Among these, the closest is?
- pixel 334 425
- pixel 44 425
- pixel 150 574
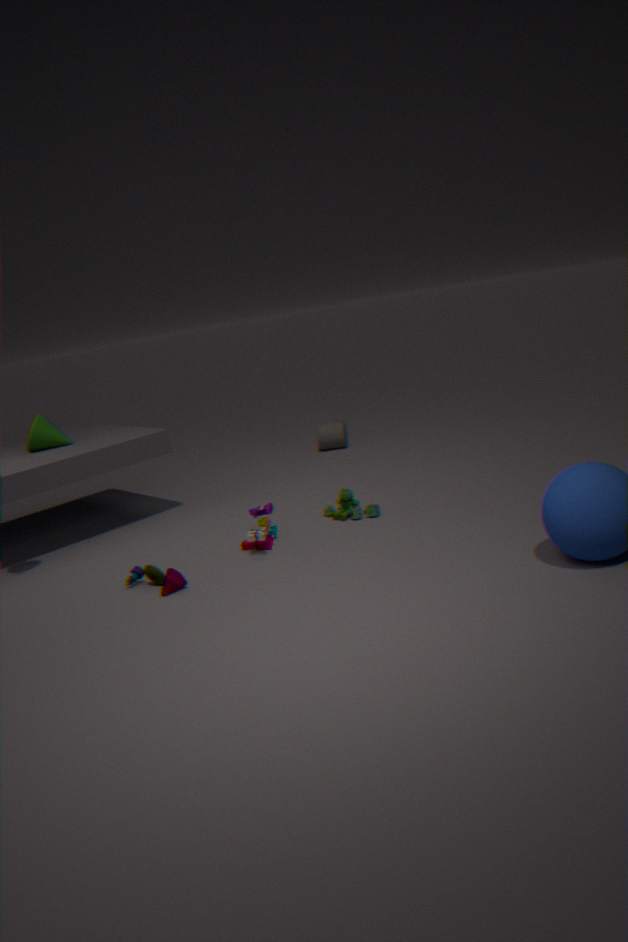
pixel 150 574
